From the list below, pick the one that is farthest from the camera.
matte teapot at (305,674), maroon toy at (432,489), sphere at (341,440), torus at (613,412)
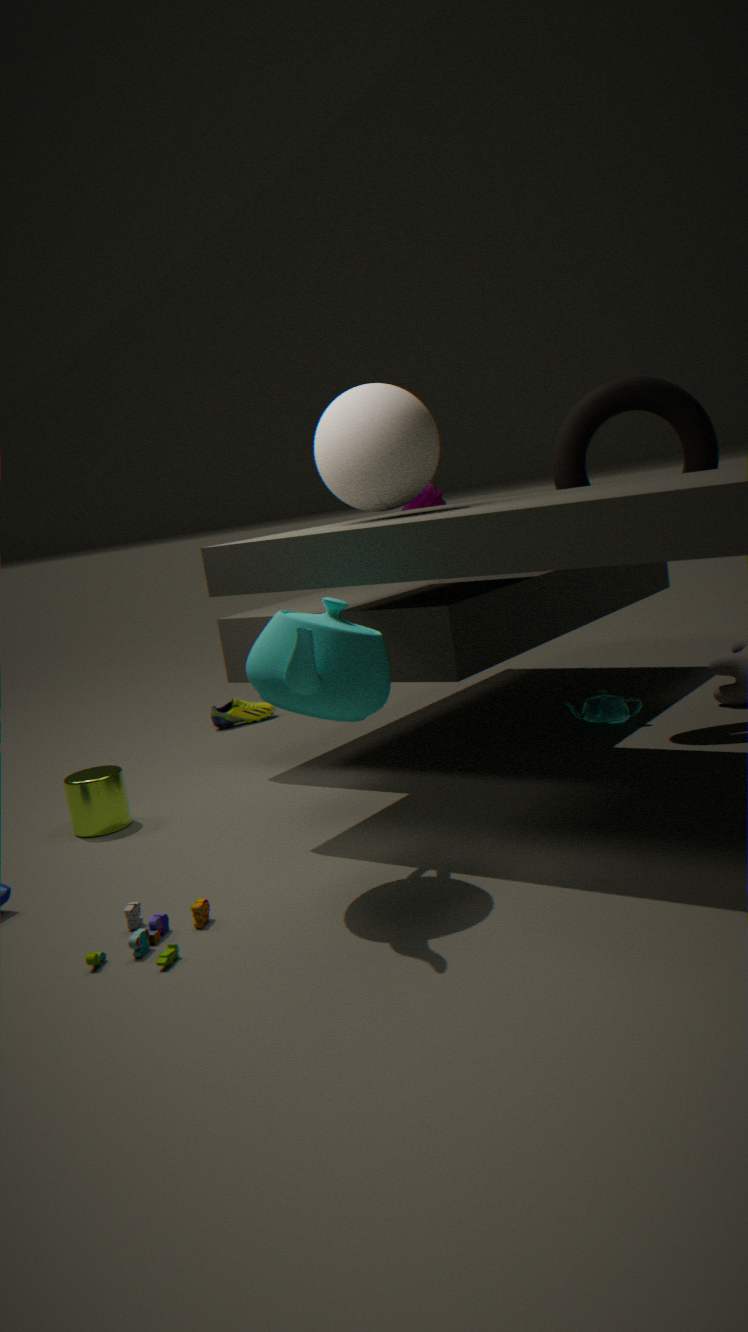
maroon toy at (432,489)
